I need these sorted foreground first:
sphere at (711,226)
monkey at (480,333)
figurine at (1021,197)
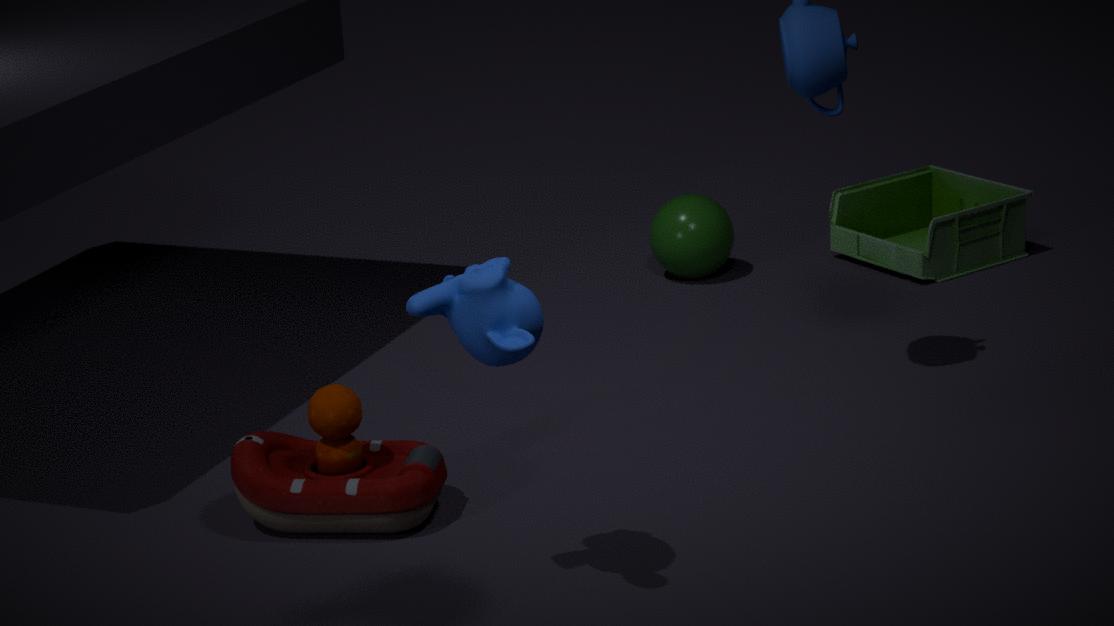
monkey at (480,333), figurine at (1021,197), sphere at (711,226)
